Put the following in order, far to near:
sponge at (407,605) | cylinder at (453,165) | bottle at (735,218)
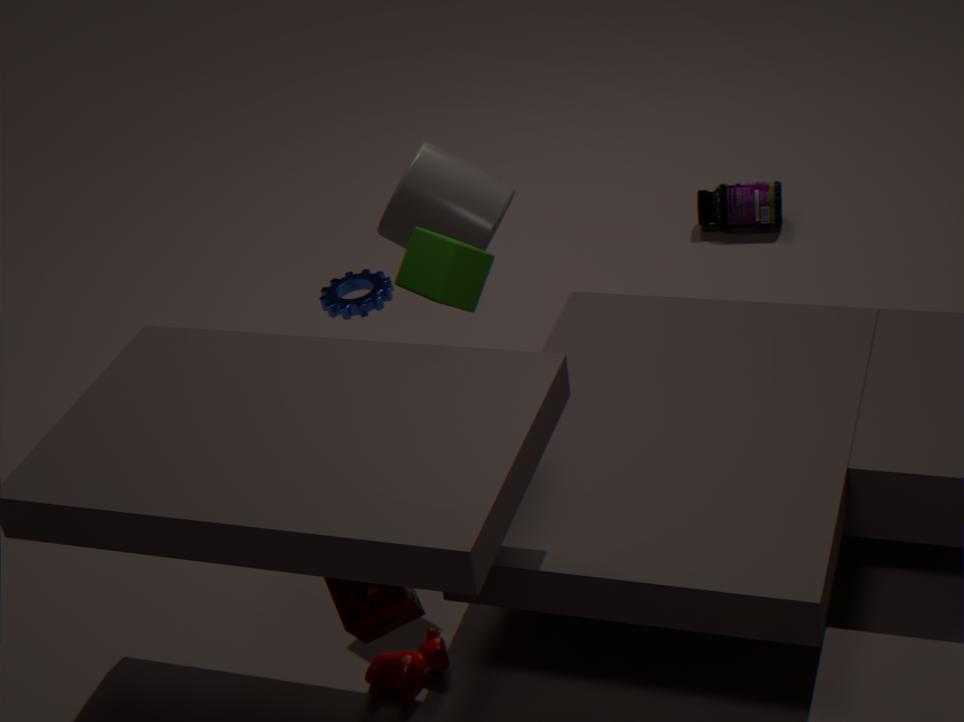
bottle at (735,218)
cylinder at (453,165)
sponge at (407,605)
